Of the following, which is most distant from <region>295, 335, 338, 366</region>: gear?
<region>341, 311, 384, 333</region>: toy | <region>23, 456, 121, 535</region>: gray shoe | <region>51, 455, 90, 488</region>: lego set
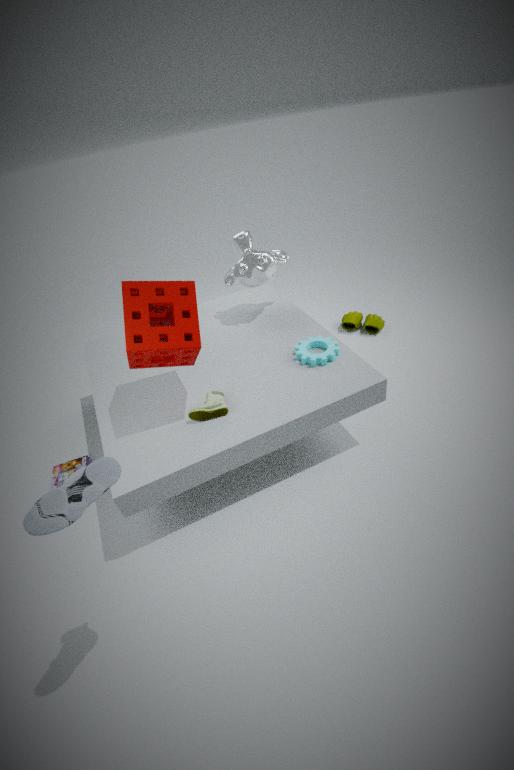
<region>51, 455, 90, 488</region>: lego set
